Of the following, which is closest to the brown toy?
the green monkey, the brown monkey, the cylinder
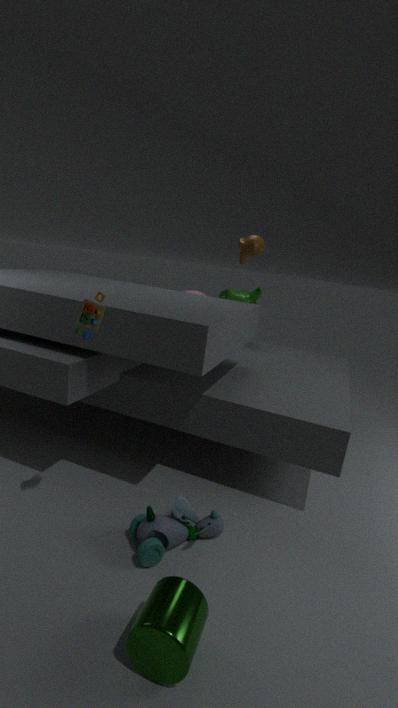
the cylinder
